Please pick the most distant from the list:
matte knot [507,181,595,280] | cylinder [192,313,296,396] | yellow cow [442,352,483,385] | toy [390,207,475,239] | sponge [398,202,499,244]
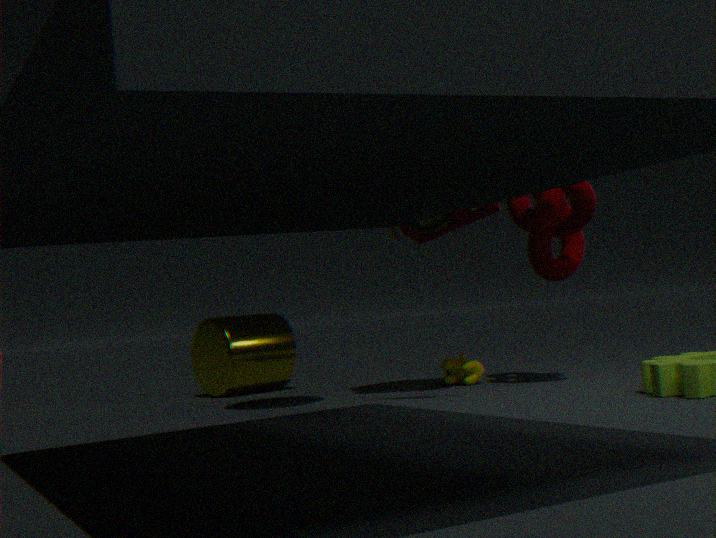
cylinder [192,313,296,396]
